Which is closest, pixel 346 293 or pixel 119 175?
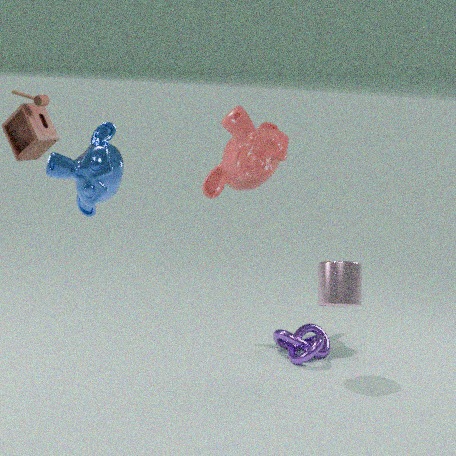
pixel 119 175
